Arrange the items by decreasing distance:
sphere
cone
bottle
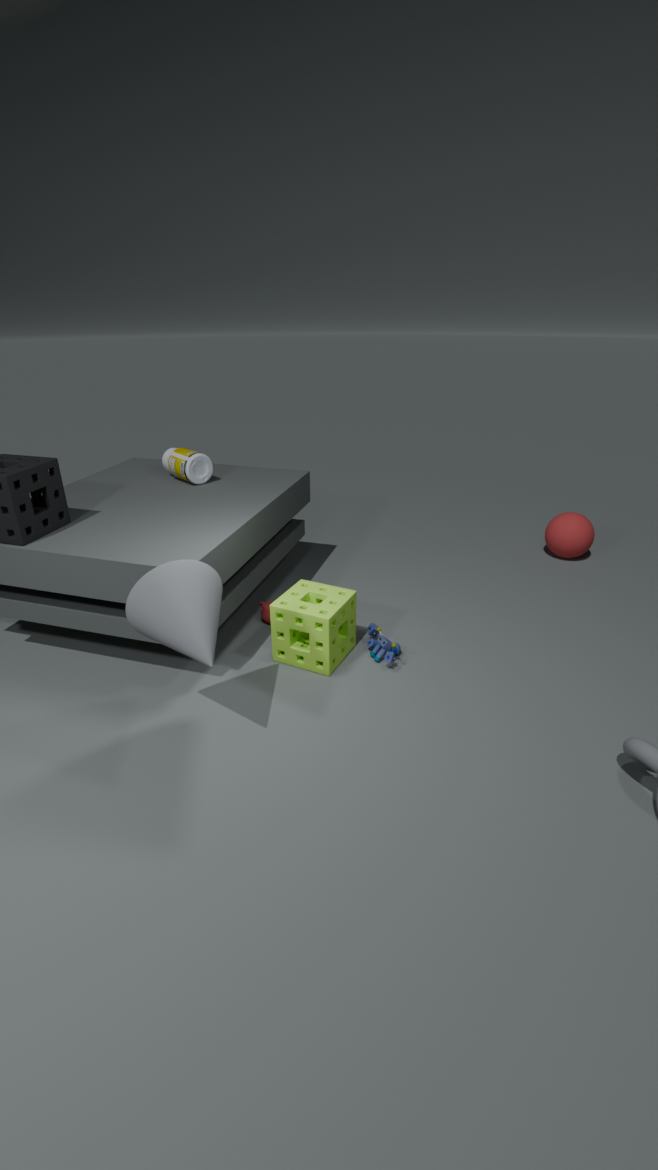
sphere < bottle < cone
